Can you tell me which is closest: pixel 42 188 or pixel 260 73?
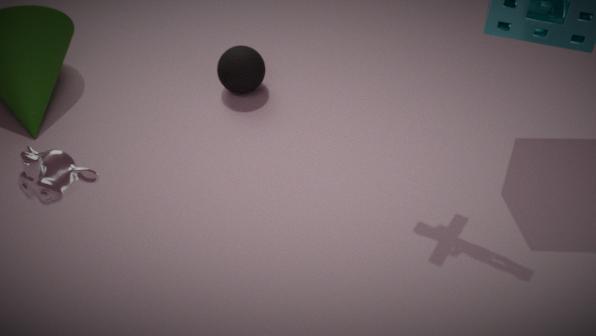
pixel 42 188
